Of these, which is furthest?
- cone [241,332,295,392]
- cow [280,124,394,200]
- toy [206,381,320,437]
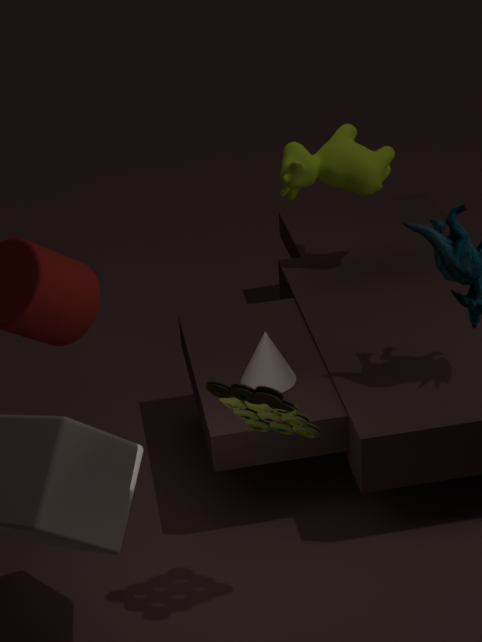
cow [280,124,394,200]
